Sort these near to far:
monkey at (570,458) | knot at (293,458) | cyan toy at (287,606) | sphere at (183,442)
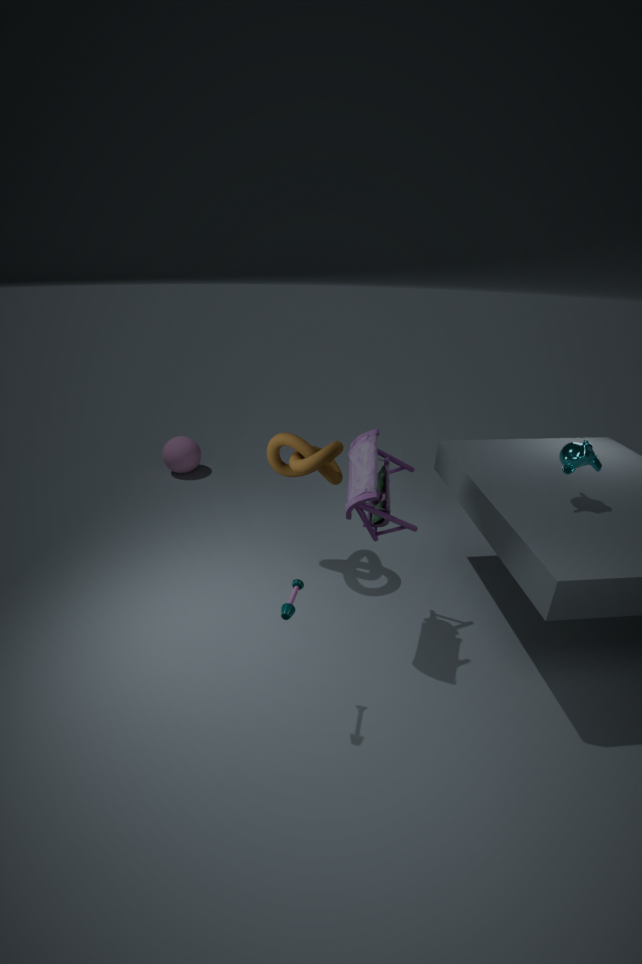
cyan toy at (287,606) → monkey at (570,458) → knot at (293,458) → sphere at (183,442)
